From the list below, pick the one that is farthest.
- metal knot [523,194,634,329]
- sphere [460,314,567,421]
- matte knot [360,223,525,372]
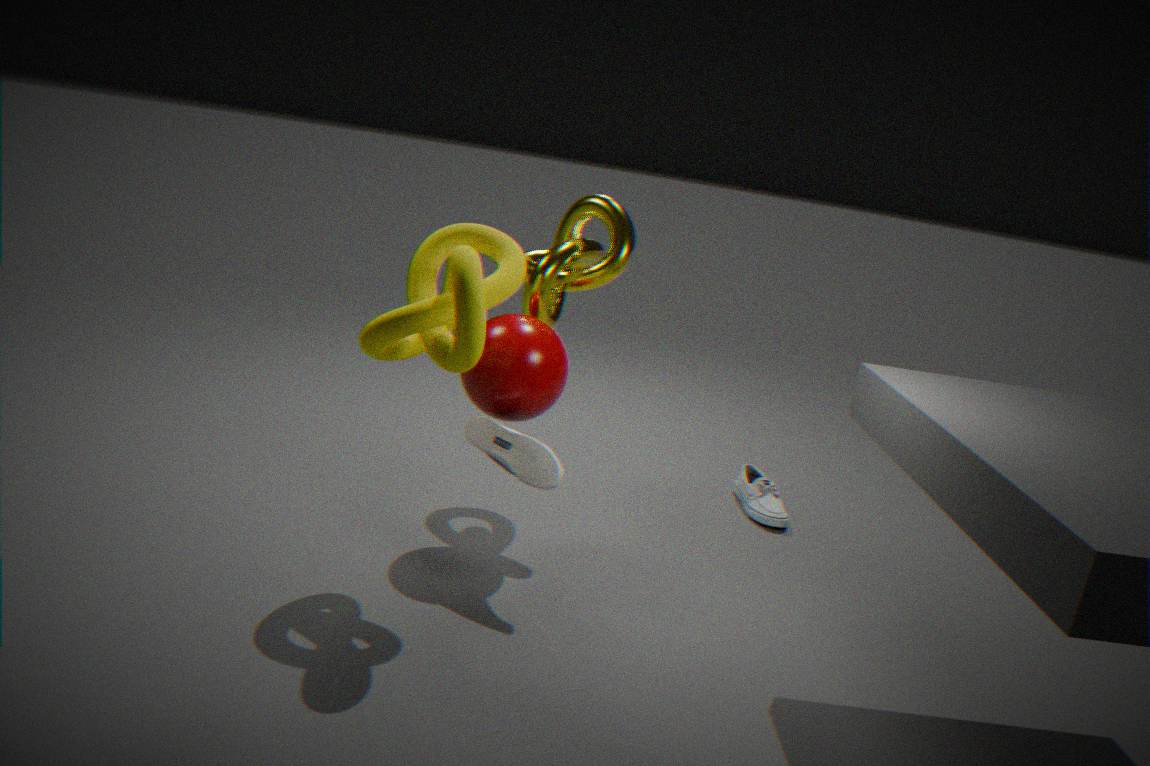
metal knot [523,194,634,329]
